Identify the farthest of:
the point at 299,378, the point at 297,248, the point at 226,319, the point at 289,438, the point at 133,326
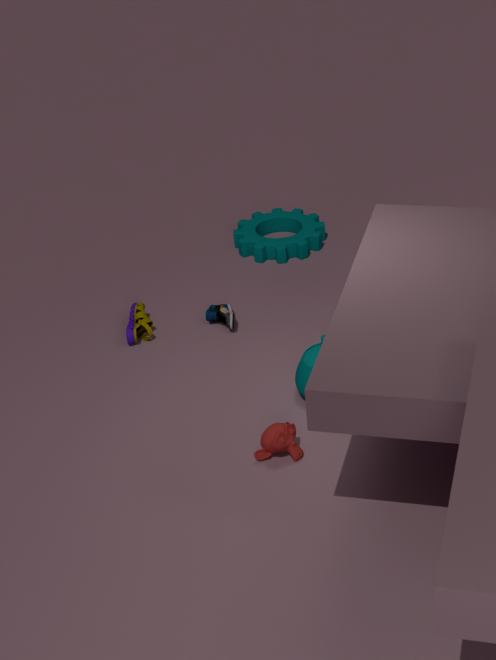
the point at 297,248
